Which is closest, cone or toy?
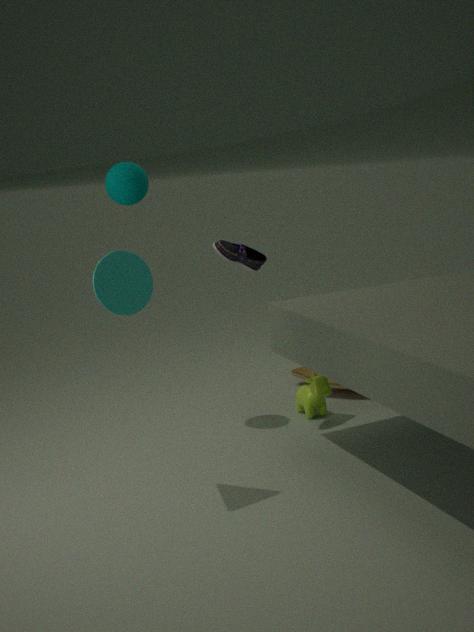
cone
